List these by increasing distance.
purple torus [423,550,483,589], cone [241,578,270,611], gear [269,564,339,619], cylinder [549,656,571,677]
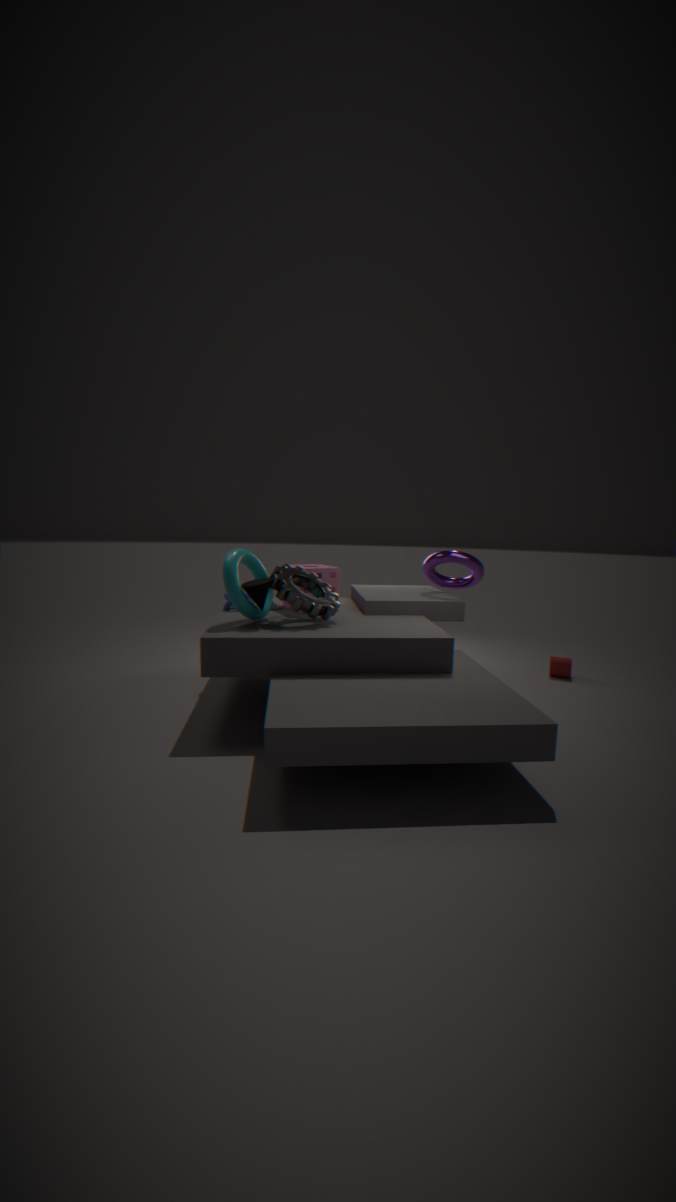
cone [241,578,270,611], gear [269,564,339,619], purple torus [423,550,483,589], cylinder [549,656,571,677]
